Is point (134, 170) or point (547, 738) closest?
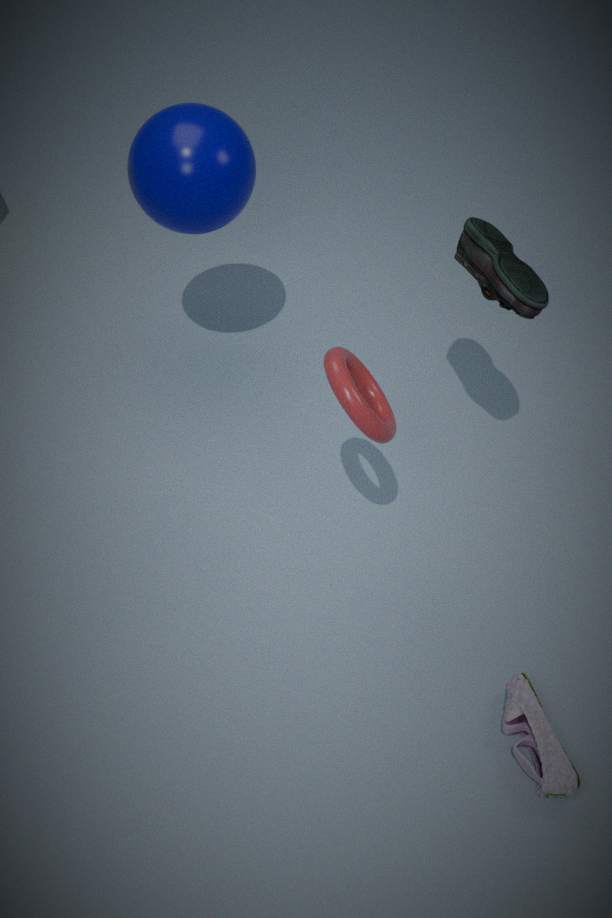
point (547, 738)
